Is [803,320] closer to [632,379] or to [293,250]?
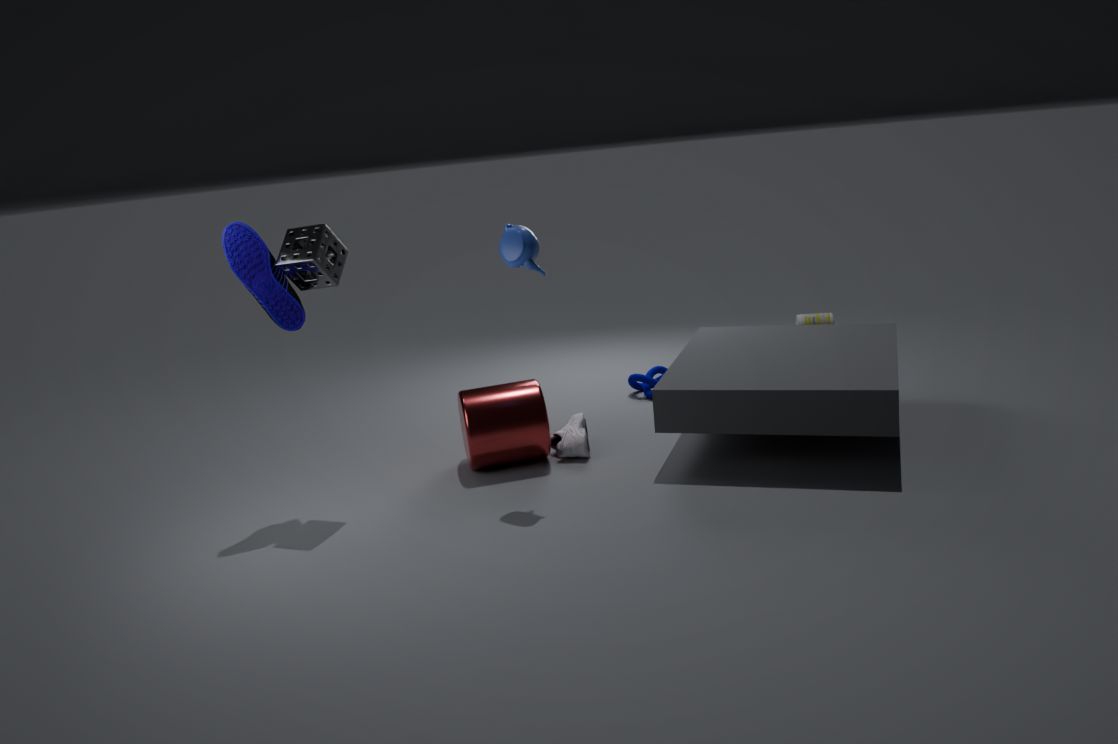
[632,379]
